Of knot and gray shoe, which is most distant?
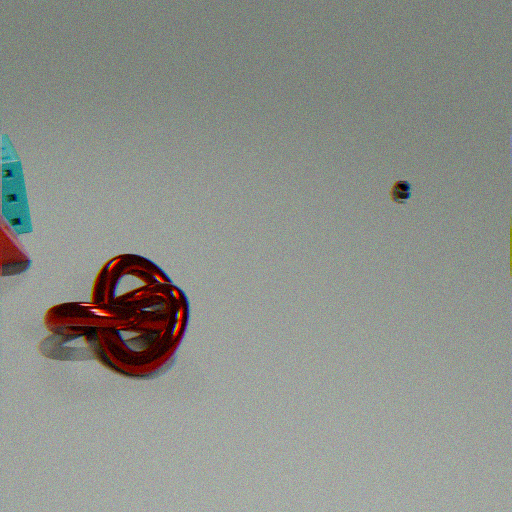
gray shoe
